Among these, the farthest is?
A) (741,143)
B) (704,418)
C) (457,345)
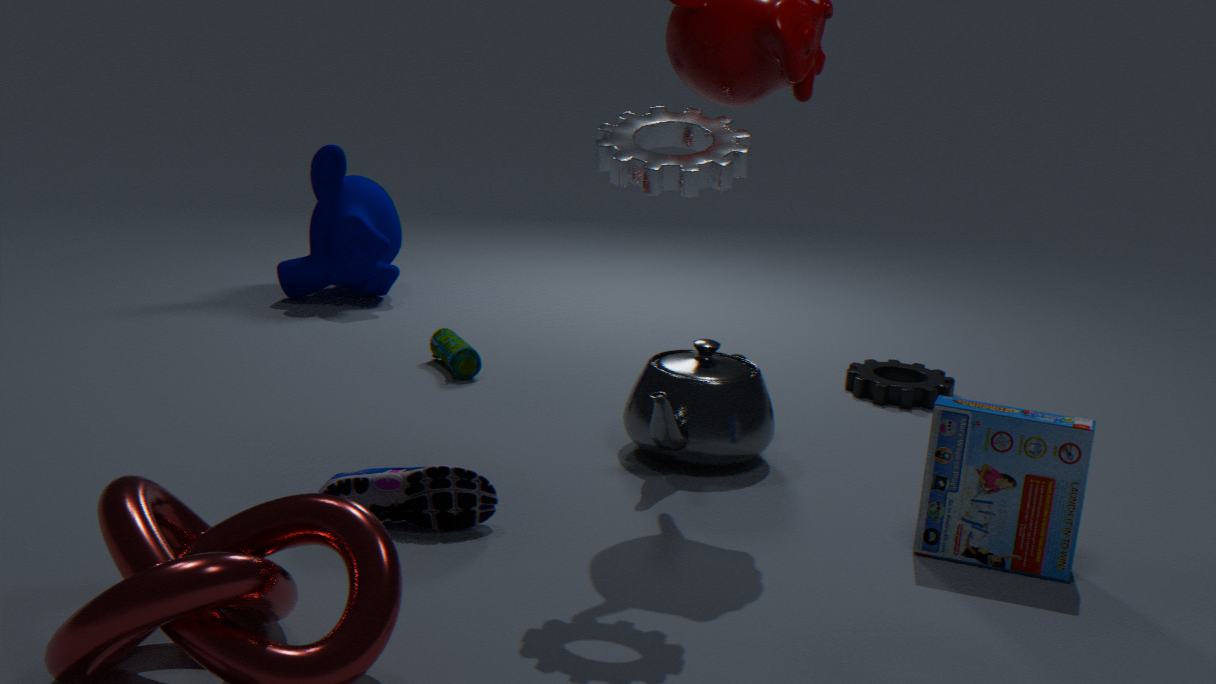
(457,345)
